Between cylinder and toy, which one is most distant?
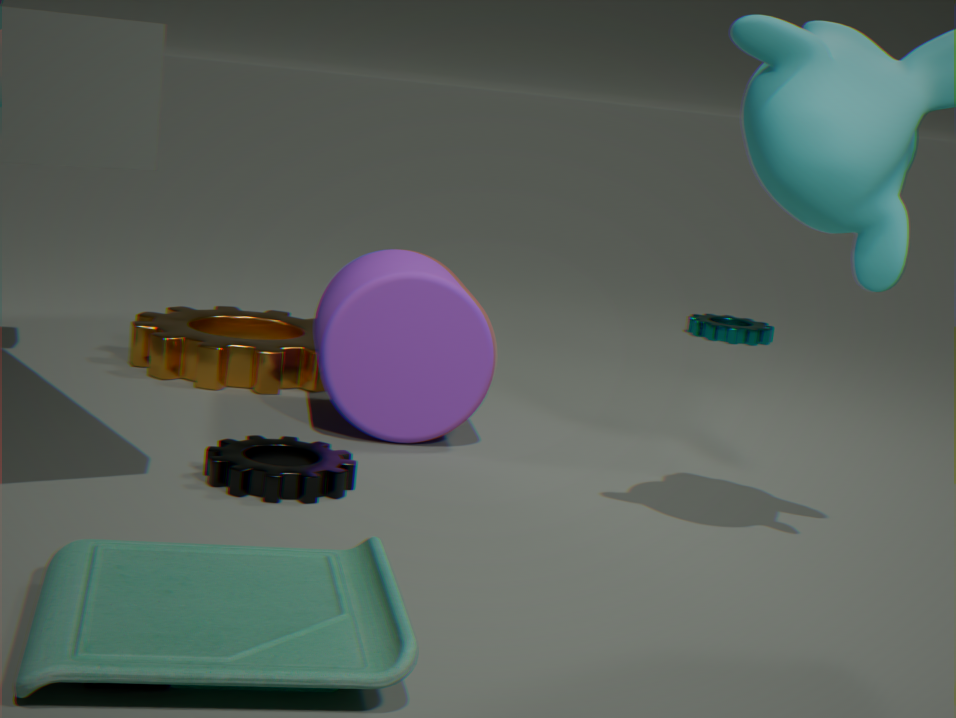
cylinder
